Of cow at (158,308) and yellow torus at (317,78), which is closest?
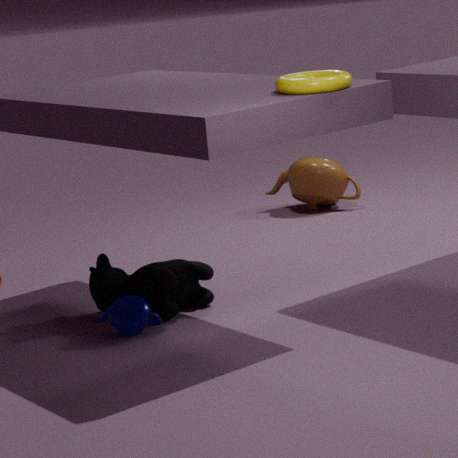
yellow torus at (317,78)
